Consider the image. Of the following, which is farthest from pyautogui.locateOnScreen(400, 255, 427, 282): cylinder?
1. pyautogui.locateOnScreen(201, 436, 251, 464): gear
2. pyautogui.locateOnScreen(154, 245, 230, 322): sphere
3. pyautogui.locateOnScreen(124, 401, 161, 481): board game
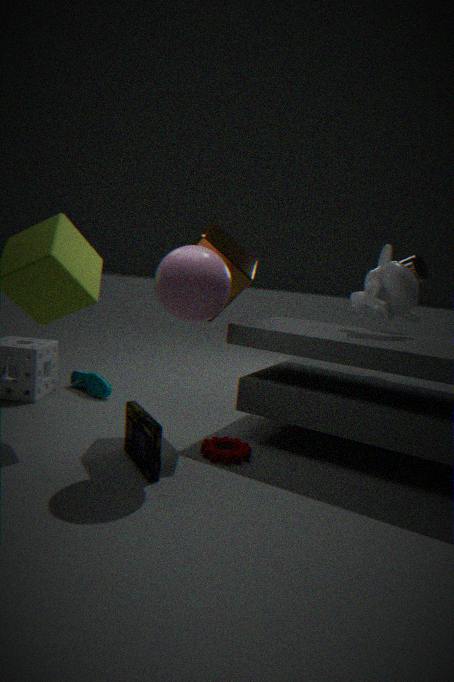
pyautogui.locateOnScreen(124, 401, 161, 481): board game
